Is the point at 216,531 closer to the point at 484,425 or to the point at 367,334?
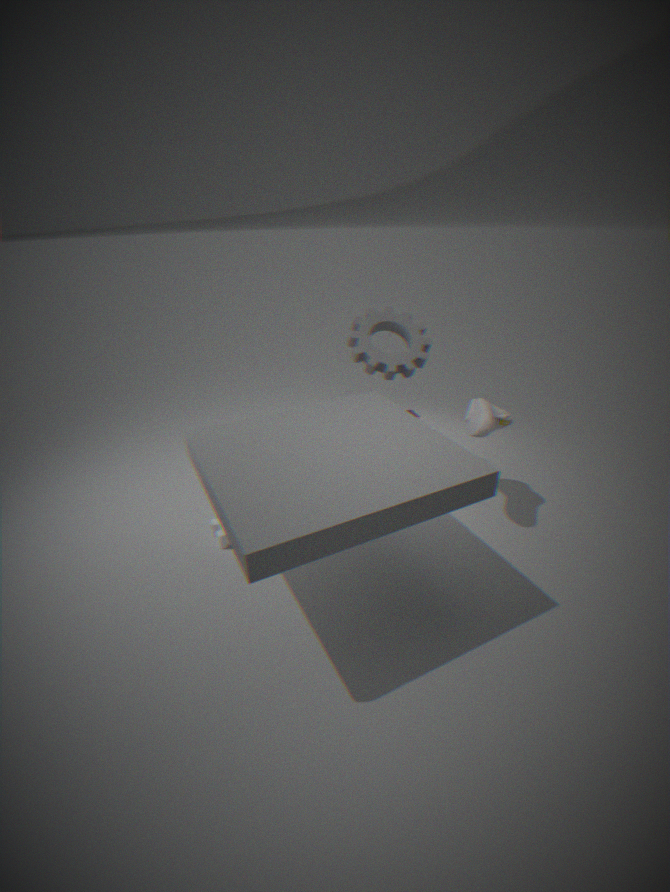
the point at 367,334
